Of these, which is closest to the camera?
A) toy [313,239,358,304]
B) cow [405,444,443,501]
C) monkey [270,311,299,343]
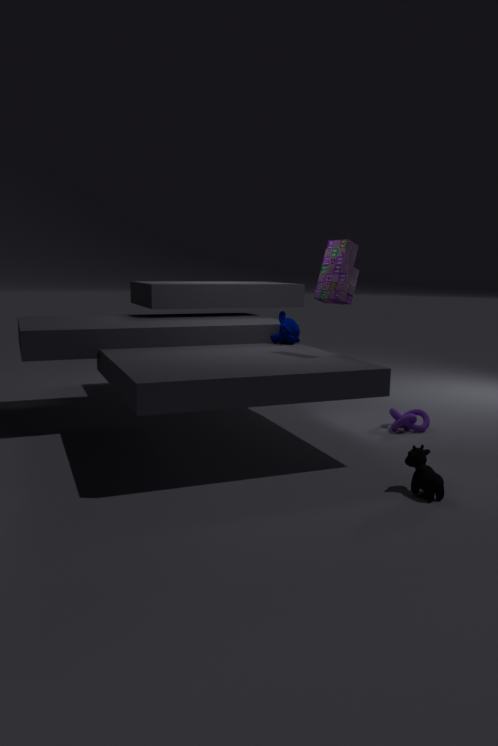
cow [405,444,443,501]
